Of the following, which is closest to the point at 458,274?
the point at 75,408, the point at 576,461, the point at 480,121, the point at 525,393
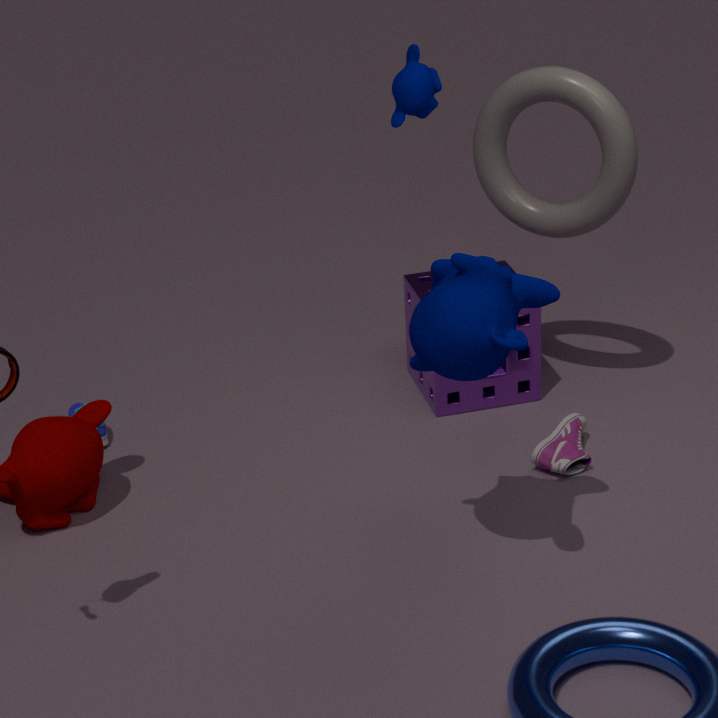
the point at 576,461
